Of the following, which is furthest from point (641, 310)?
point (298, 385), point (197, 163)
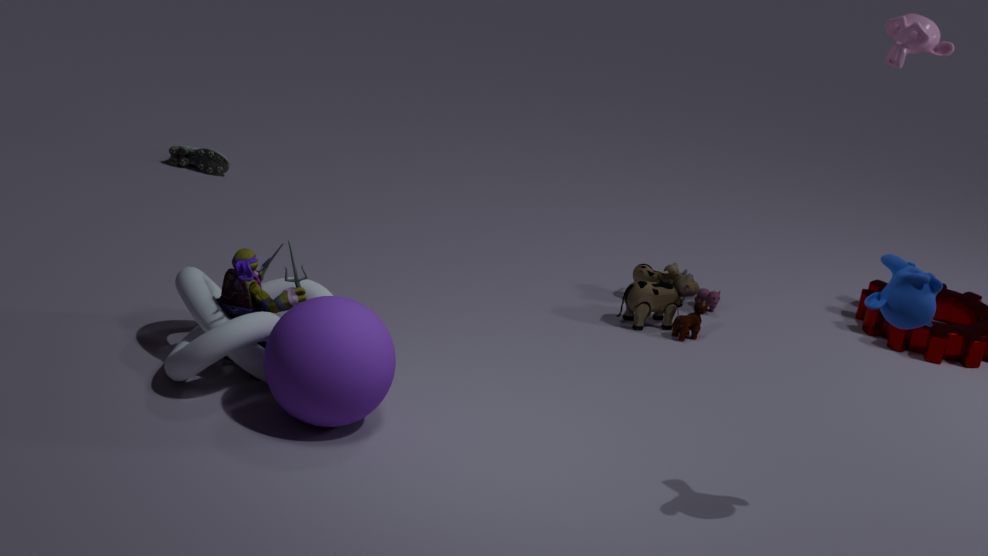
point (197, 163)
